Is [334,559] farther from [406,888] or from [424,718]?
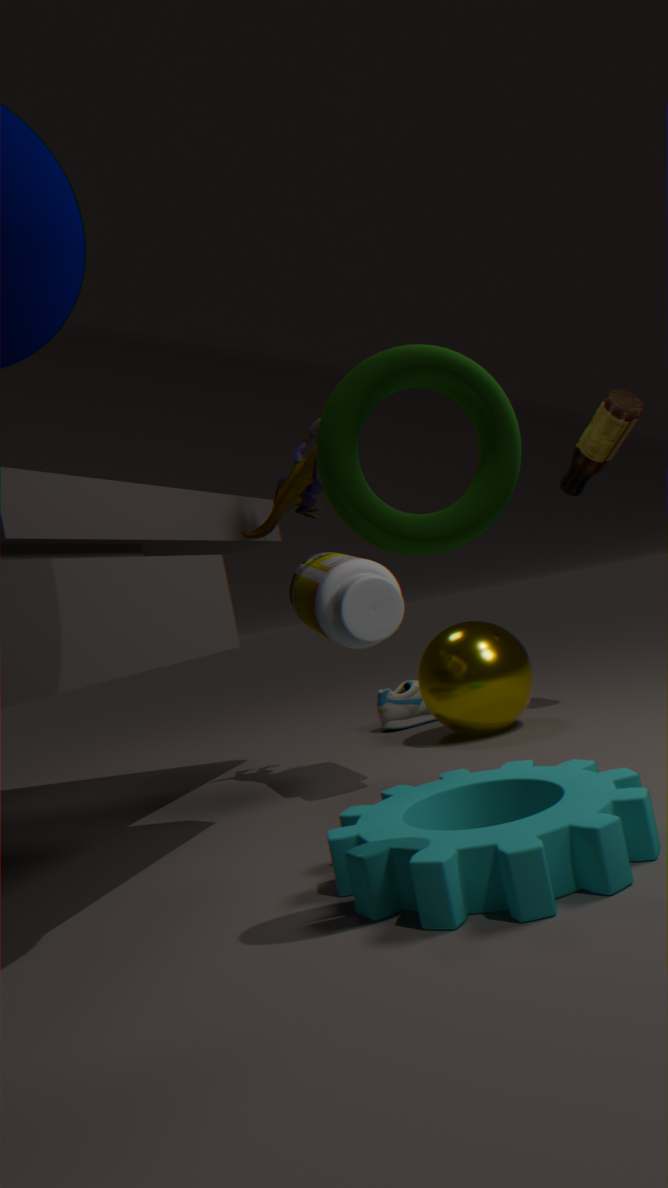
[424,718]
